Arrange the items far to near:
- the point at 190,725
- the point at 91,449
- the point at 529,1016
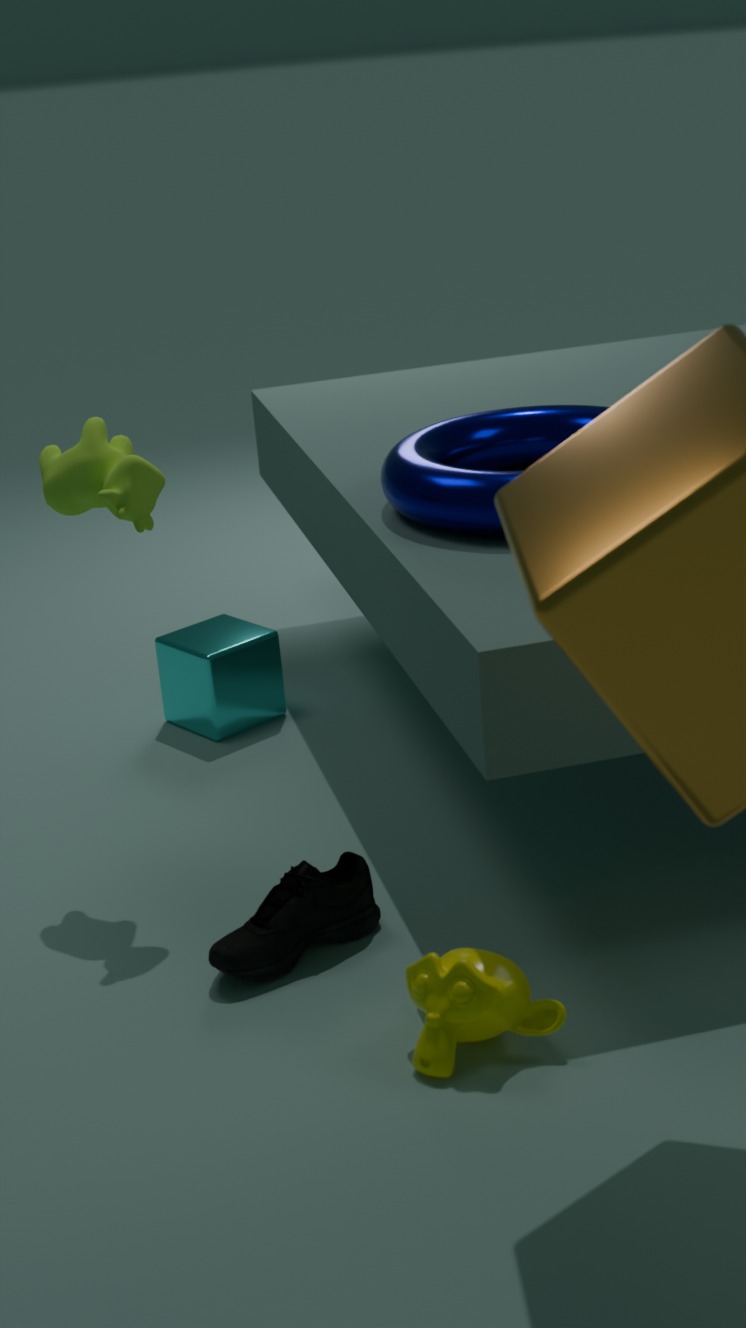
the point at 190,725, the point at 91,449, the point at 529,1016
